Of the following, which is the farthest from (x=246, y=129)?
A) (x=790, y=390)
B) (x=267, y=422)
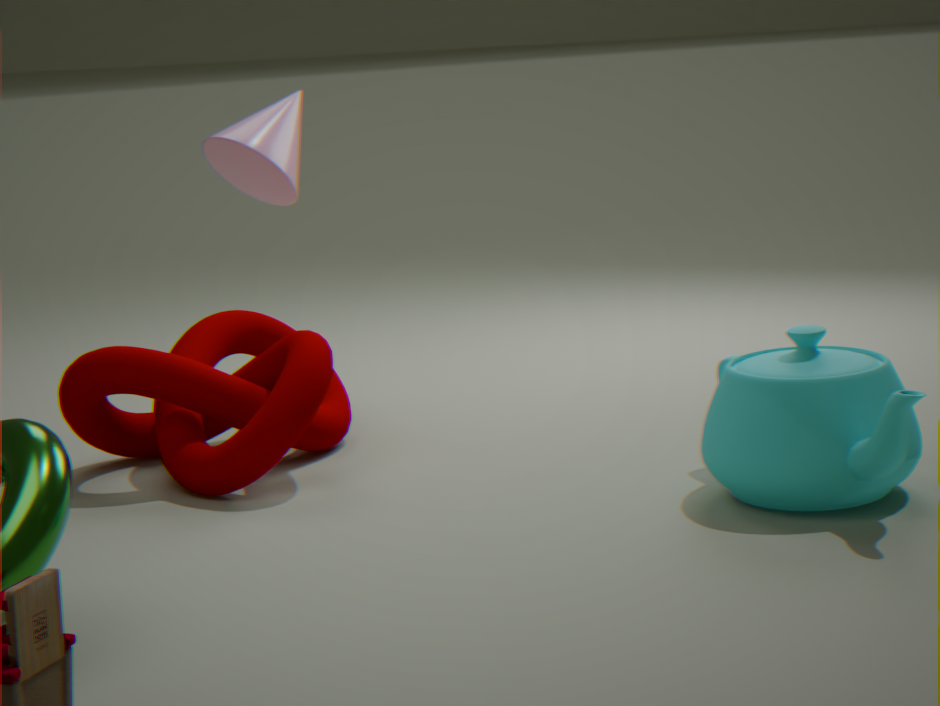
(x=790, y=390)
